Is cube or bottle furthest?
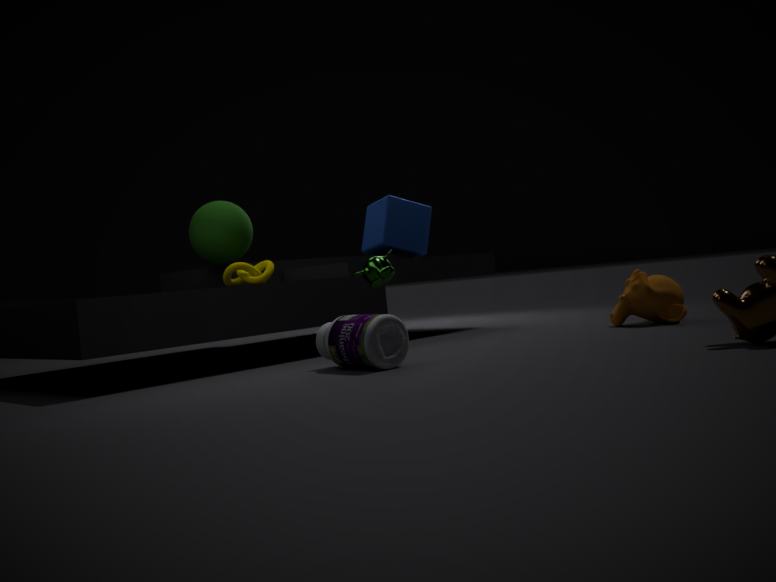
cube
